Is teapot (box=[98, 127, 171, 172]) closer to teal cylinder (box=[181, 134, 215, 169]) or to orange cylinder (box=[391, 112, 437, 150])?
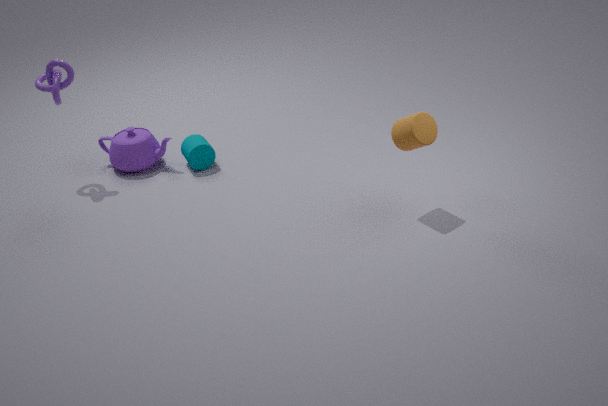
teal cylinder (box=[181, 134, 215, 169])
